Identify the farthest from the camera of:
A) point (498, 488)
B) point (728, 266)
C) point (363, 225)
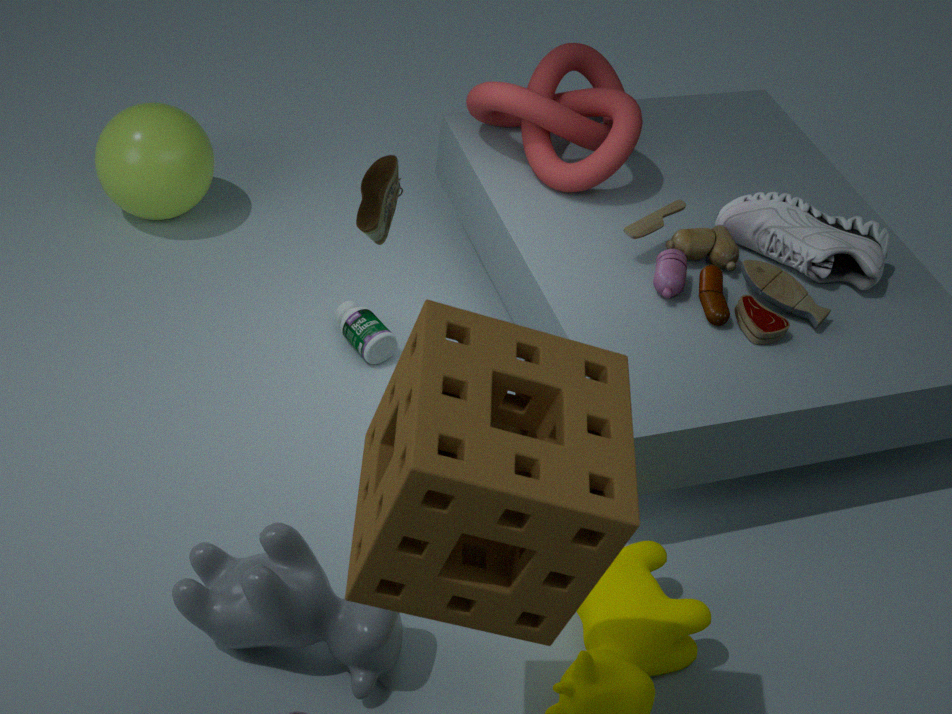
point (728, 266)
